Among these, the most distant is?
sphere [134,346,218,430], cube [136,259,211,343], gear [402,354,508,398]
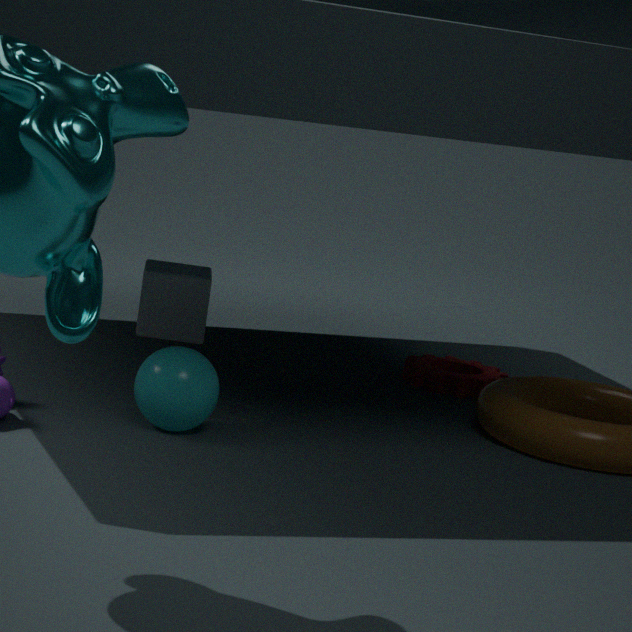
cube [136,259,211,343]
